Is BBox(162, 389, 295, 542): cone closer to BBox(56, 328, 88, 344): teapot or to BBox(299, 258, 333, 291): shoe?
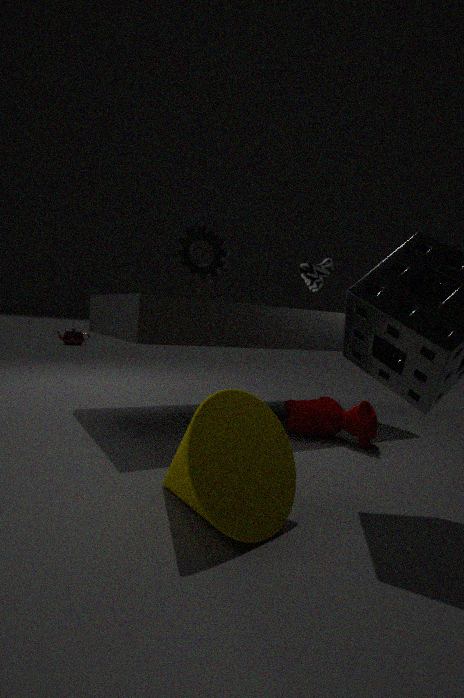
BBox(299, 258, 333, 291): shoe
